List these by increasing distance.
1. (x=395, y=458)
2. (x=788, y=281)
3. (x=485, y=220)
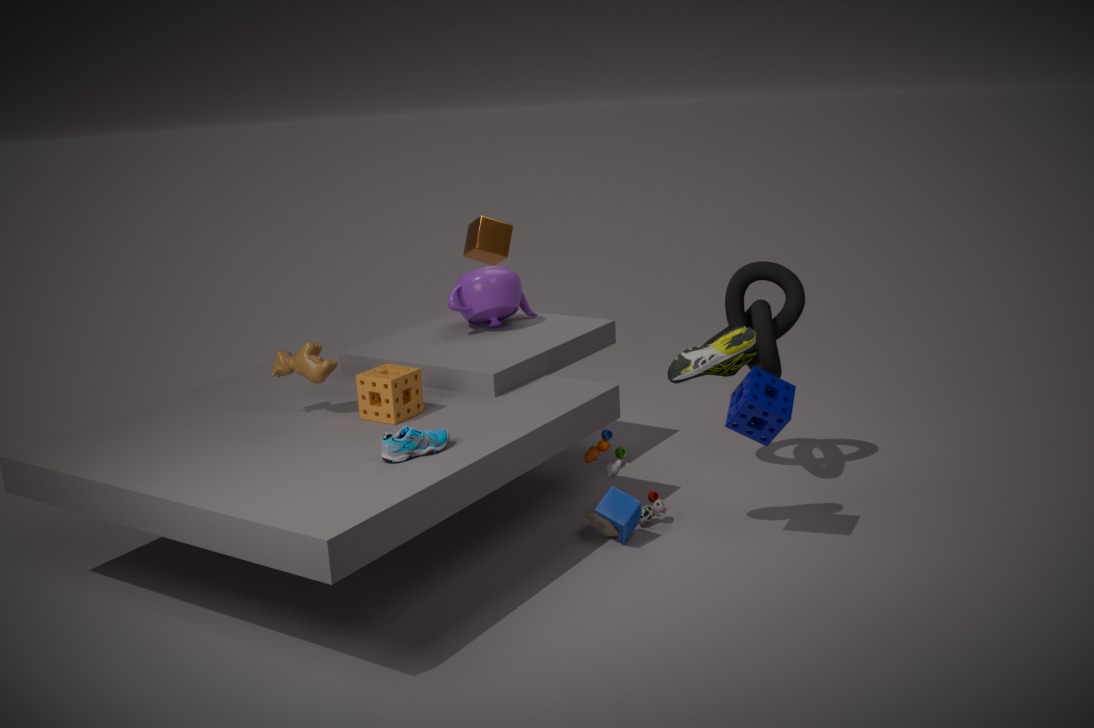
(x=395, y=458) < (x=788, y=281) < (x=485, y=220)
